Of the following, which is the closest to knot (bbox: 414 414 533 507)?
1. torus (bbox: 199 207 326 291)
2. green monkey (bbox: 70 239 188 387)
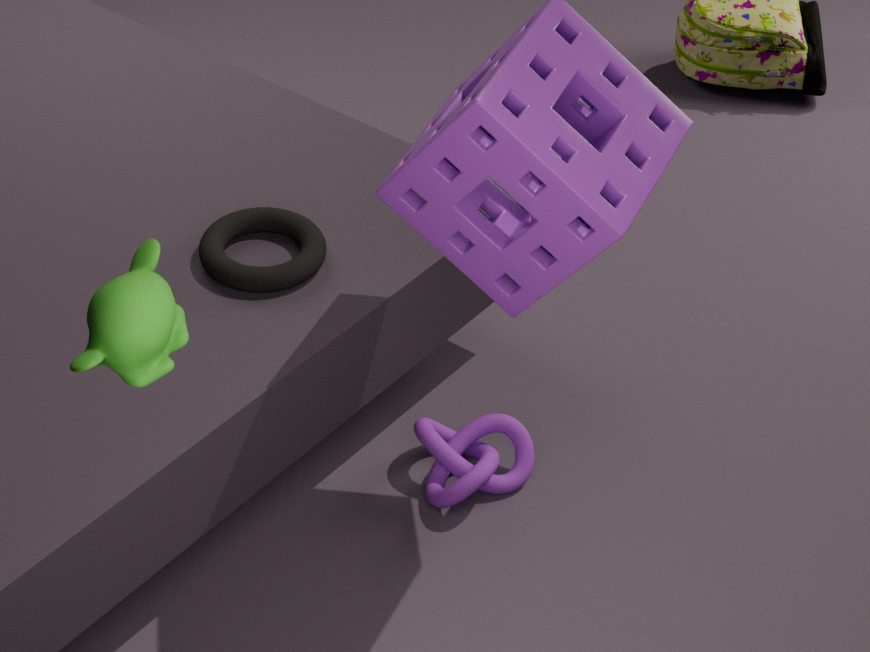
torus (bbox: 199 207 326 291)
